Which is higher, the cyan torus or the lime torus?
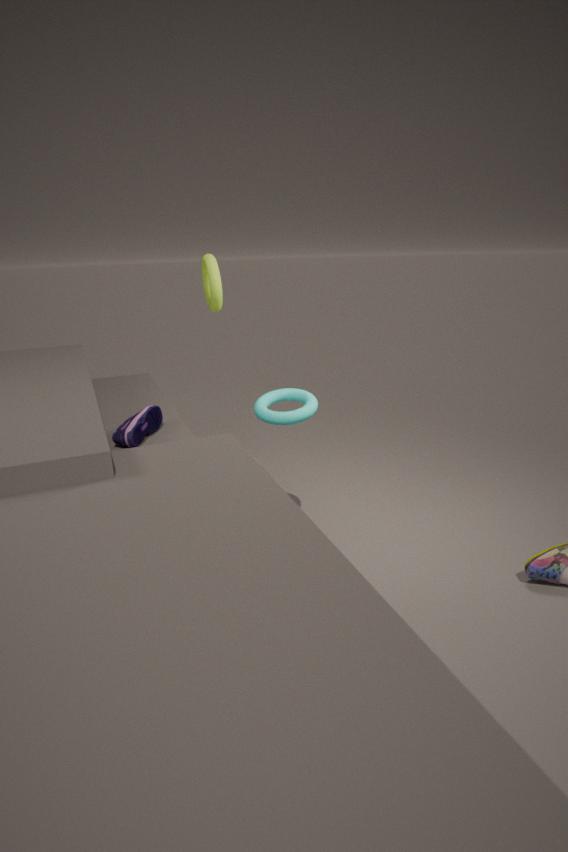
the lime torus
